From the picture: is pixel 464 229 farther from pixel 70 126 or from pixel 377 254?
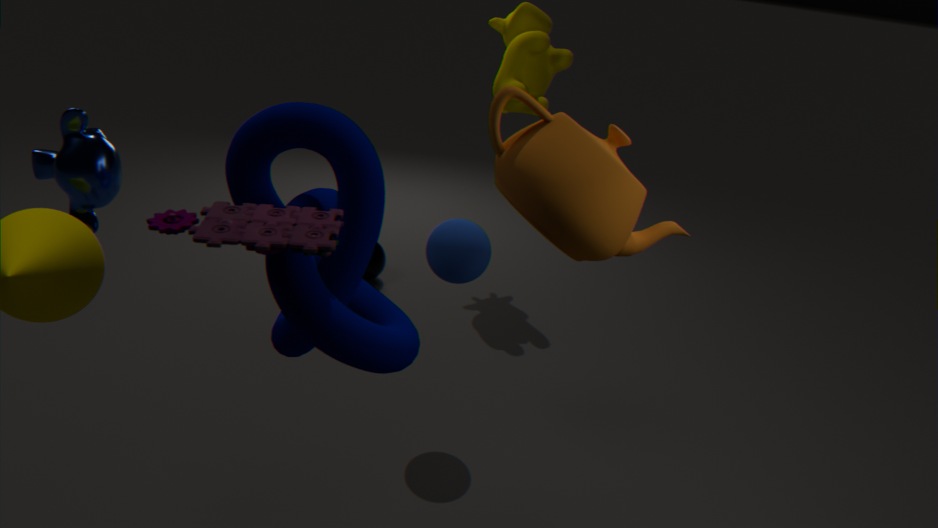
pixel 377 254
